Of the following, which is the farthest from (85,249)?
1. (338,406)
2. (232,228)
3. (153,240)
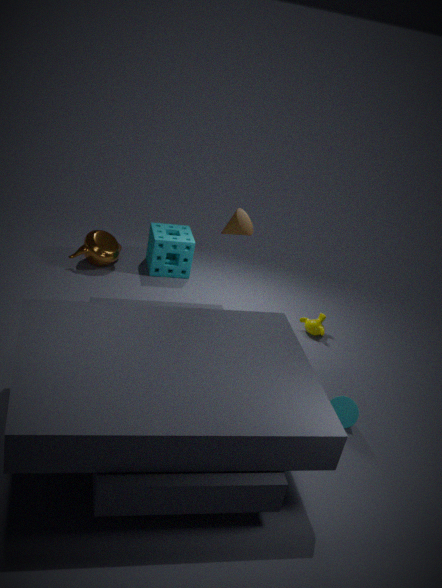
(338,406)
